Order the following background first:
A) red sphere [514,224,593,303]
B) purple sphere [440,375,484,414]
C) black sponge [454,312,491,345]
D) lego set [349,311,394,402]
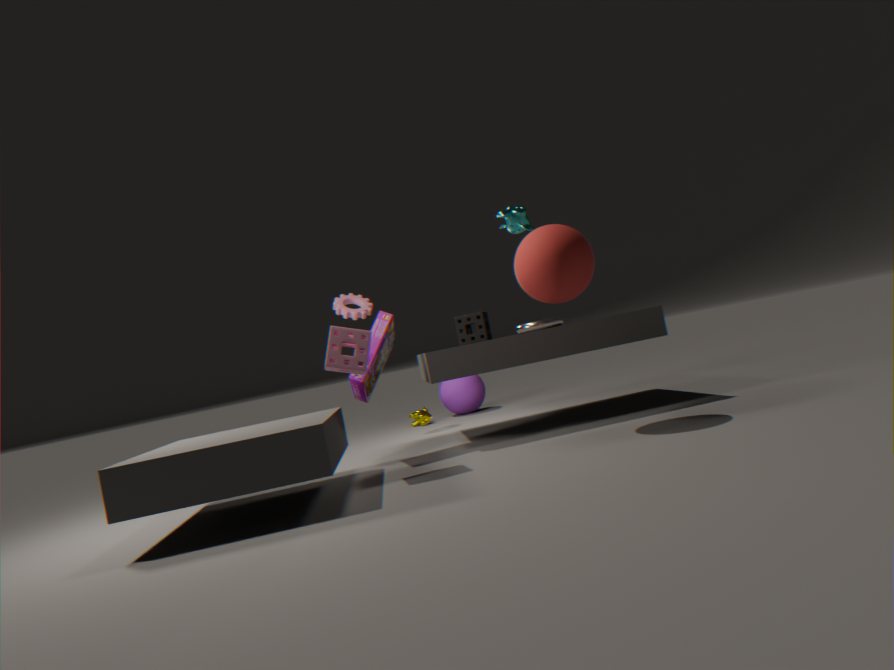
purple sphere [440,375,484,414]
black sponge [454,312,491,345]
lego set [349,311,394,402]
red sphere [514,224,593,303]
